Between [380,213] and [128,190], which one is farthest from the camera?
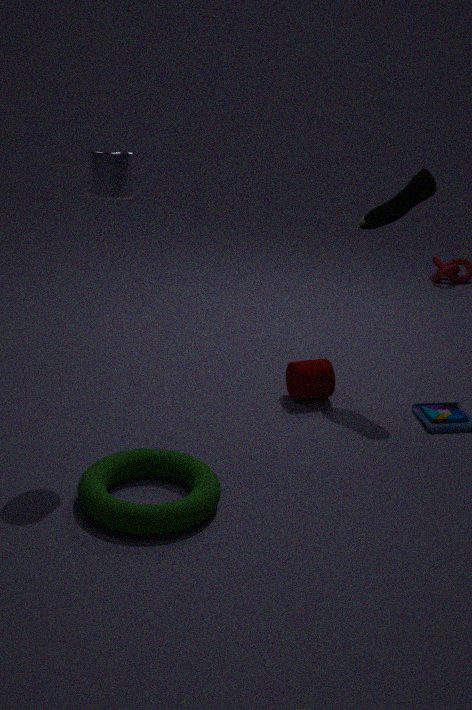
[380,213]
